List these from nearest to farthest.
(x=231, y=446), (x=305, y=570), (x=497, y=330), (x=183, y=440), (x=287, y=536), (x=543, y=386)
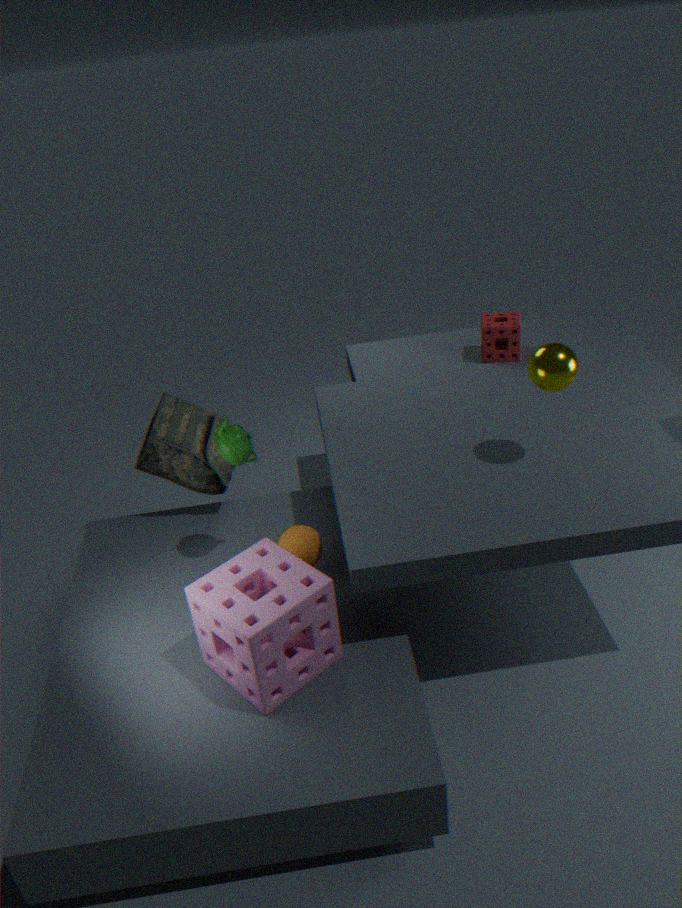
1. (x=305, y=570)
2. (x=543, y=386)
3. (x=231, y=446)
4. (x=287, y=536)
5. (x=183, y=440)
6. (x=497, y=330)
